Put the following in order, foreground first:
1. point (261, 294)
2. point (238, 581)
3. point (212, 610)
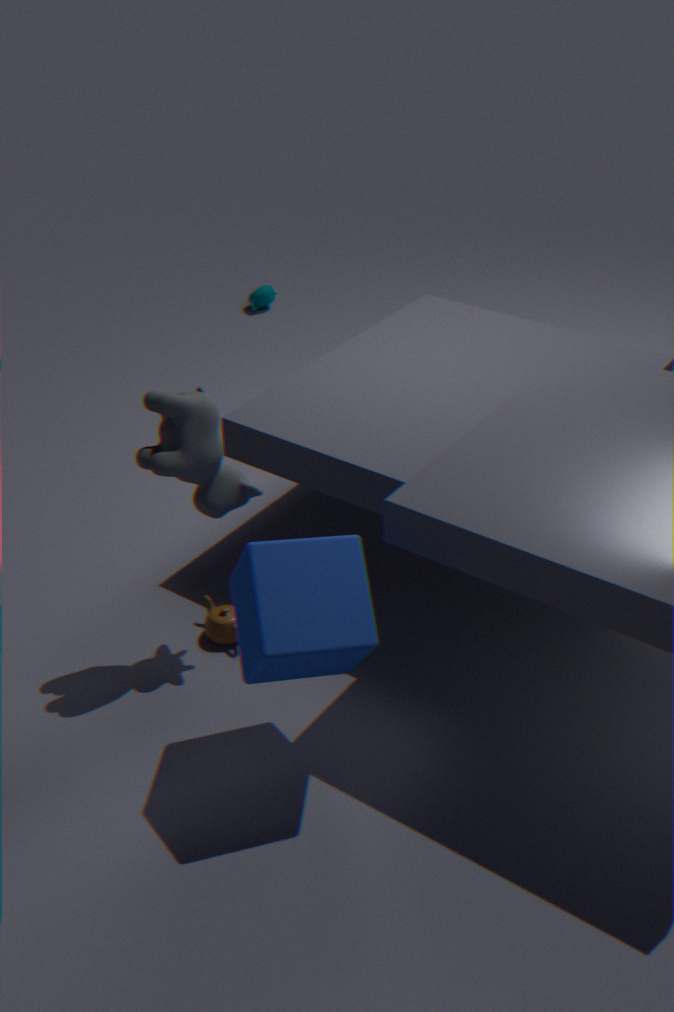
1. point (238, 581)
2. point (212, 610)
3. point (261, 294)
